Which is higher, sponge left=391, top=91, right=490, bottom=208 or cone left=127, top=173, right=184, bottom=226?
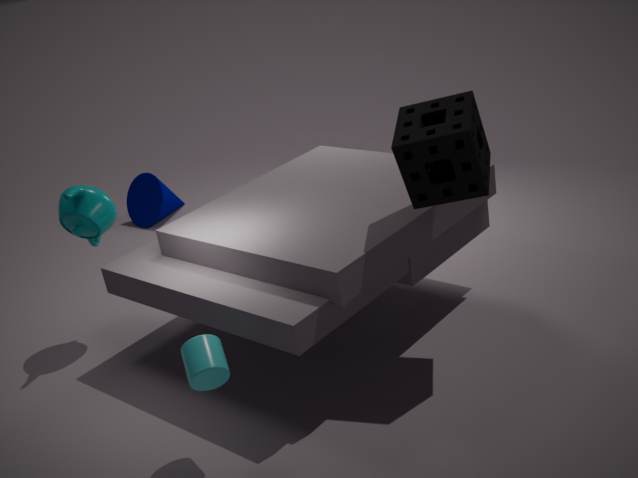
sponge left=391, top=91, right=490, bottom=208
